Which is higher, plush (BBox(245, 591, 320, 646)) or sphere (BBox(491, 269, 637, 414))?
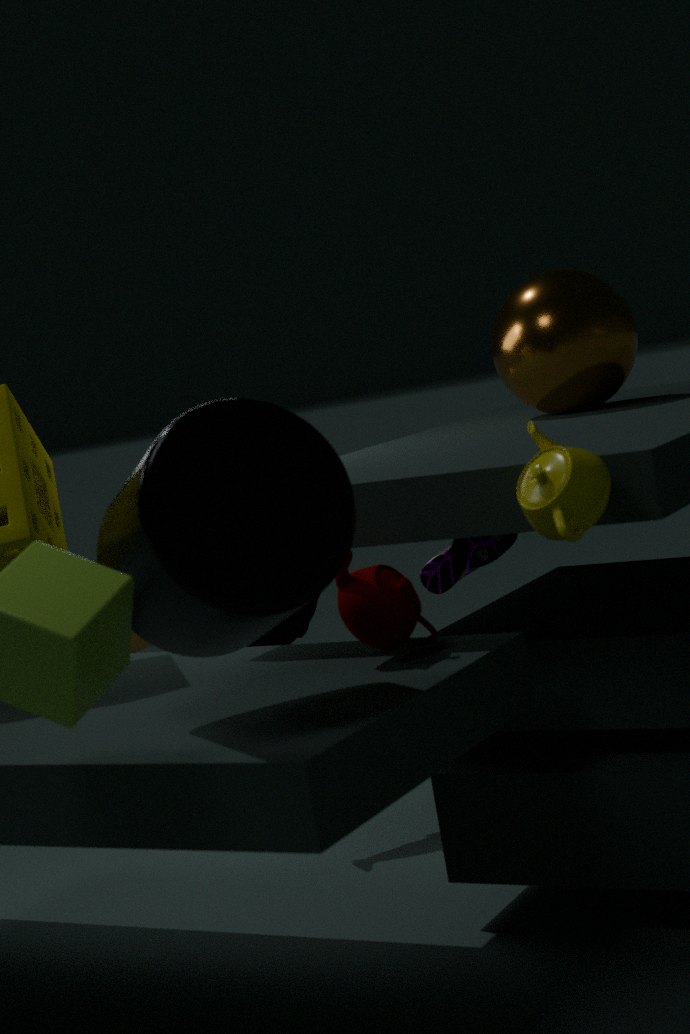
sphere (BBox(491, 269, 637, 414))
